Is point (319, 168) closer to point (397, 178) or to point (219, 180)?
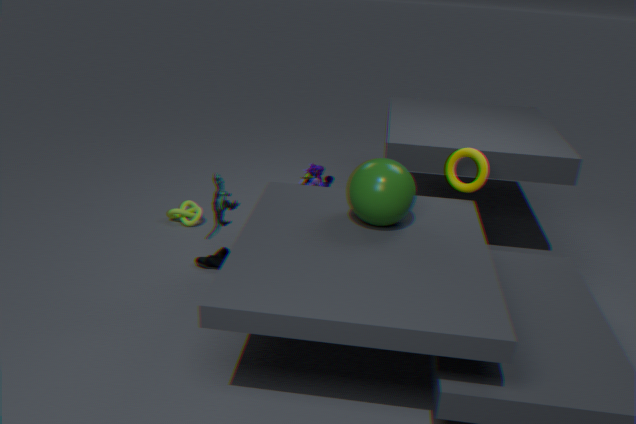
point (219, 180)
